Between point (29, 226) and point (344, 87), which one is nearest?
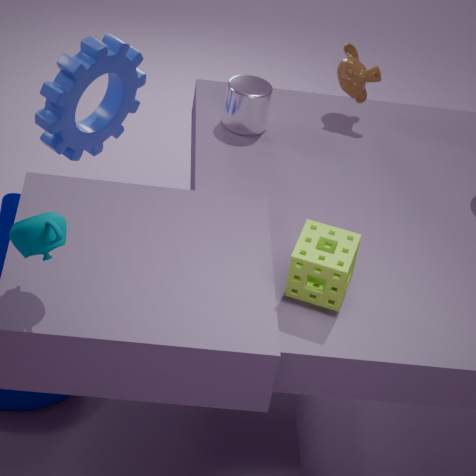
point (29, 226)
